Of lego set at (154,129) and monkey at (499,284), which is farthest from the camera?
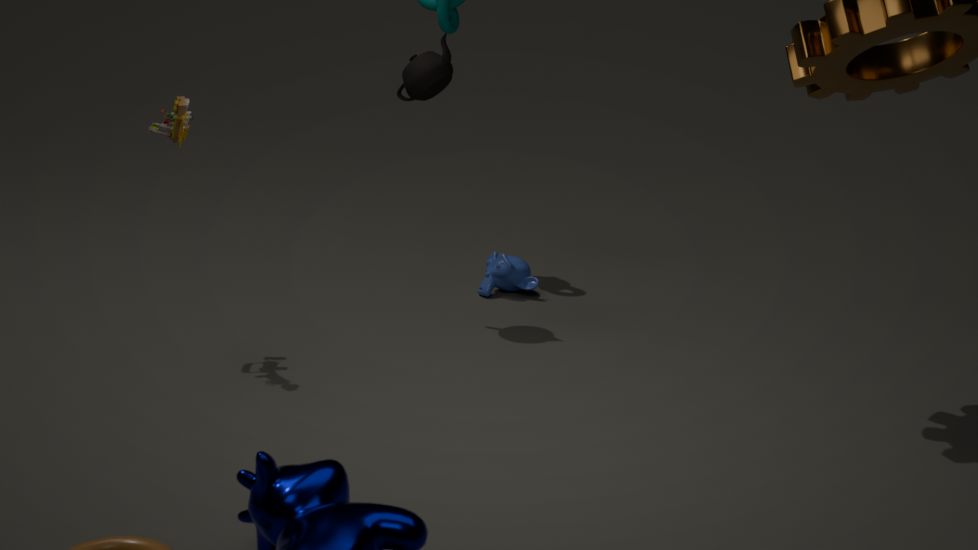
monkey at (499,284)
